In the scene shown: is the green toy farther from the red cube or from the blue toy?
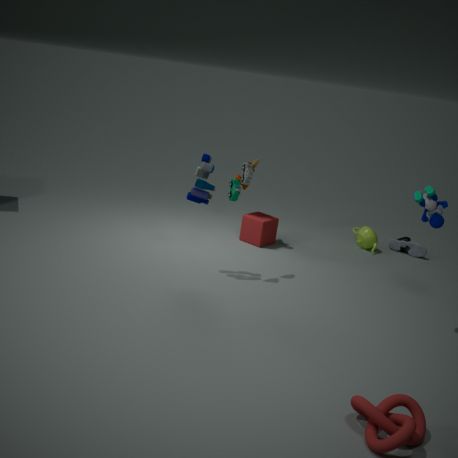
the red cube
